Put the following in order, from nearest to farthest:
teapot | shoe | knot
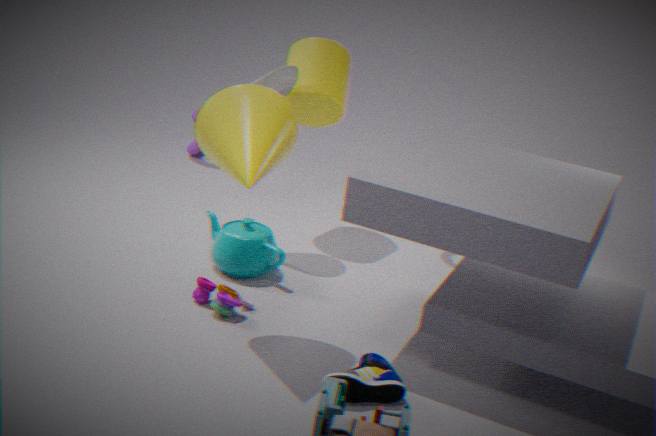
shoe, teapot, knot
